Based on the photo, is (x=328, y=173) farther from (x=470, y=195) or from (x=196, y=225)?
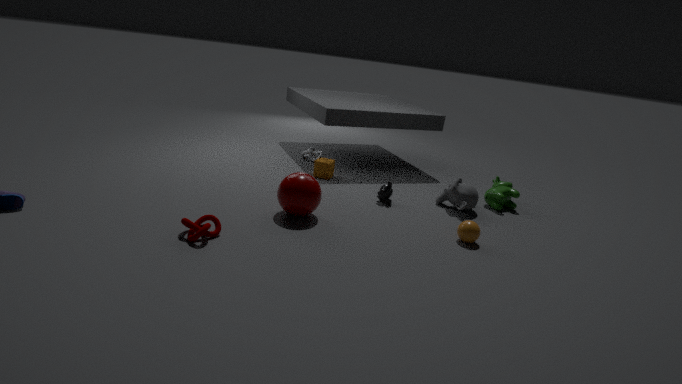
(x=196, y=225)
